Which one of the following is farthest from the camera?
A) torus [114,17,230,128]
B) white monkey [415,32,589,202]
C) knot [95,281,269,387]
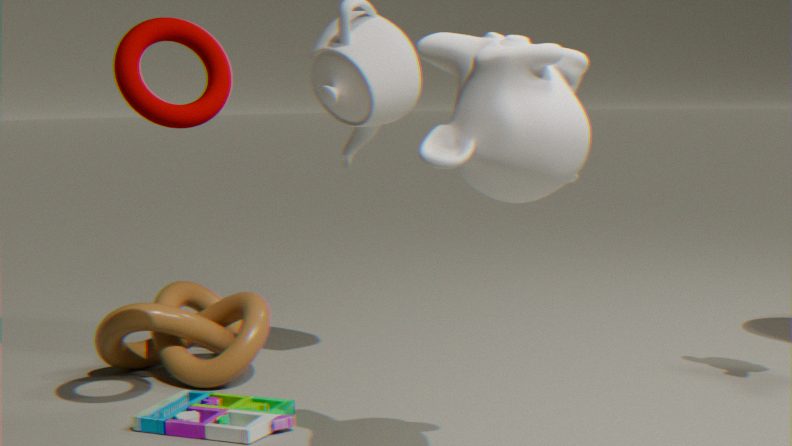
knot [95,281,269,387]
